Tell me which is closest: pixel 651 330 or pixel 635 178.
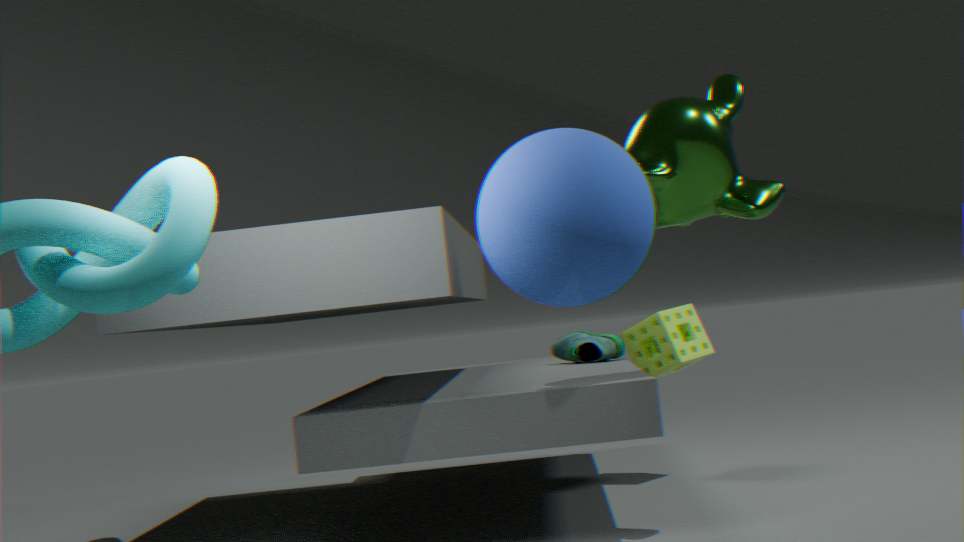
pixel 635 178
